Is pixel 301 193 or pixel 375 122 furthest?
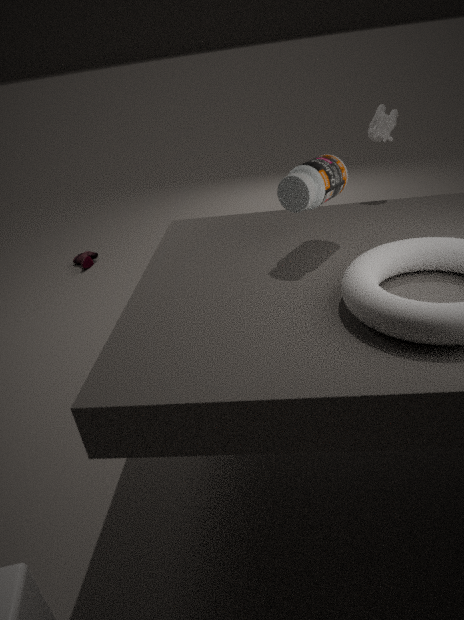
pixel 375 122
